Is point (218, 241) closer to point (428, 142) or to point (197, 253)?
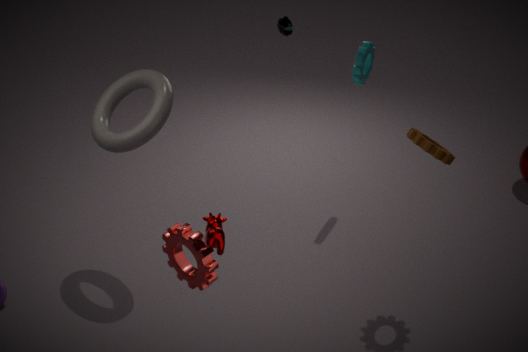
point (197, 253)
